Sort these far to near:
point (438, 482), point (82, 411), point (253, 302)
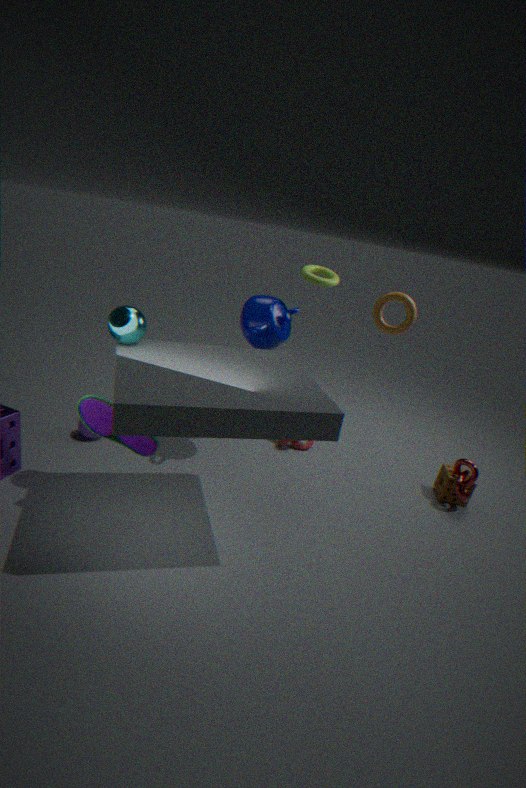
1. point (438, 482)
2. point (253, 302)
3. point (82, 411)
